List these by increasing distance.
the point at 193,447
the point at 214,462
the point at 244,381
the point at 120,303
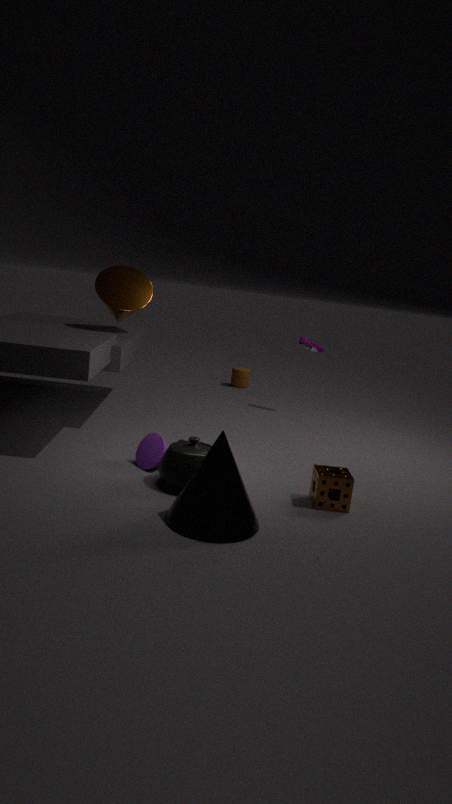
the point at 214,462
the point at 193,447
the point at 120,303
the point at 244,381
